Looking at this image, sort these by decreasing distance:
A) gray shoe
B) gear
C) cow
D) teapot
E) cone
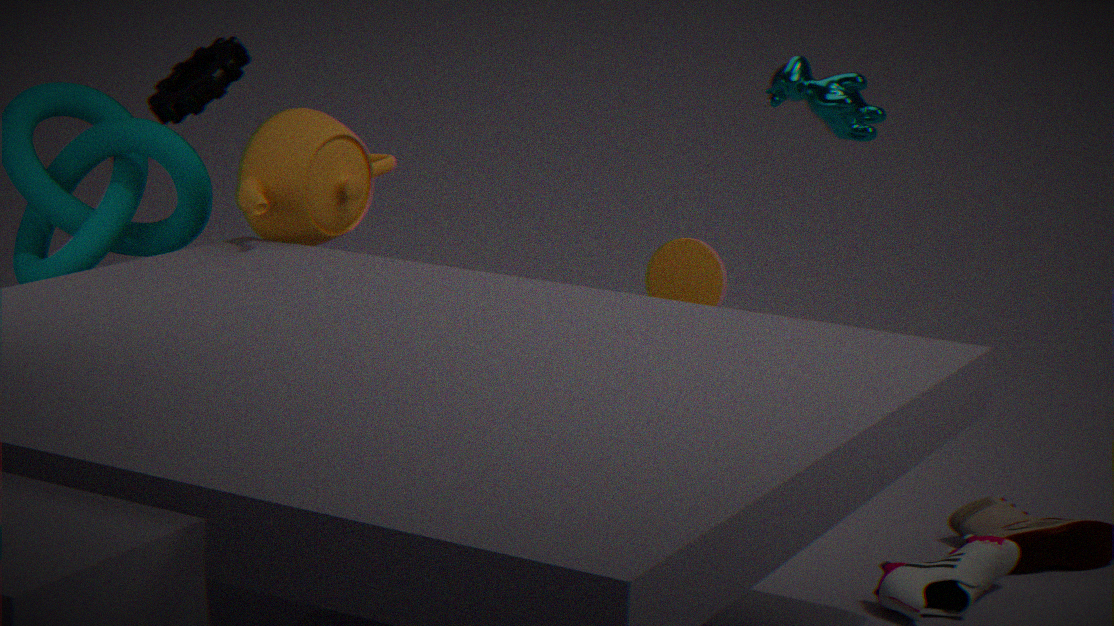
cone < gear < teapot < cow < gray shoe
